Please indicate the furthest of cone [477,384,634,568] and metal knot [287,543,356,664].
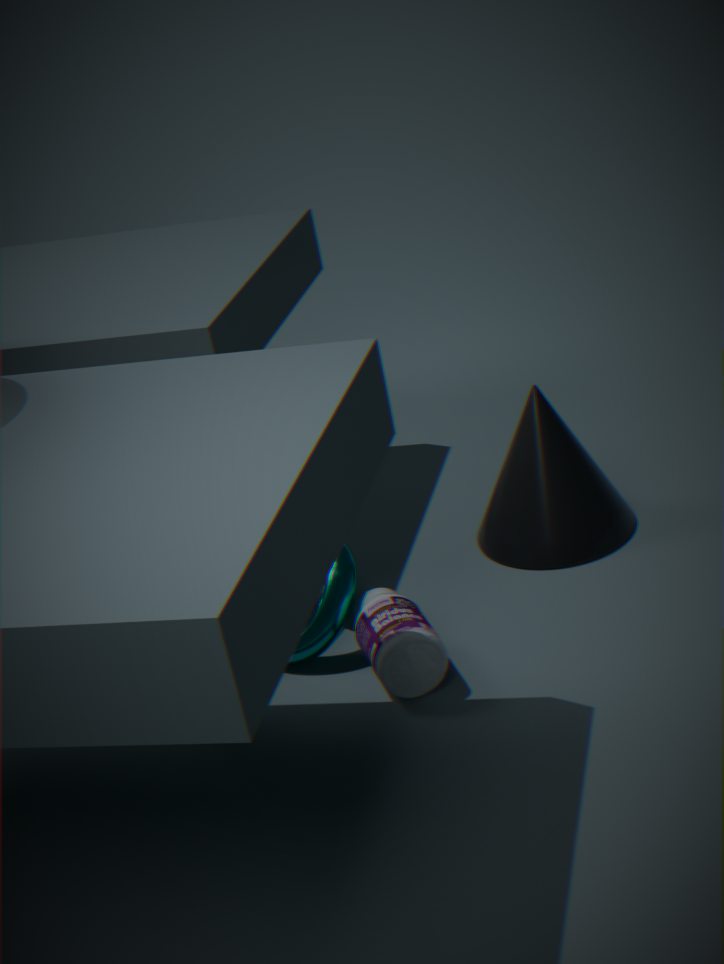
cone [477,384,634,568]
